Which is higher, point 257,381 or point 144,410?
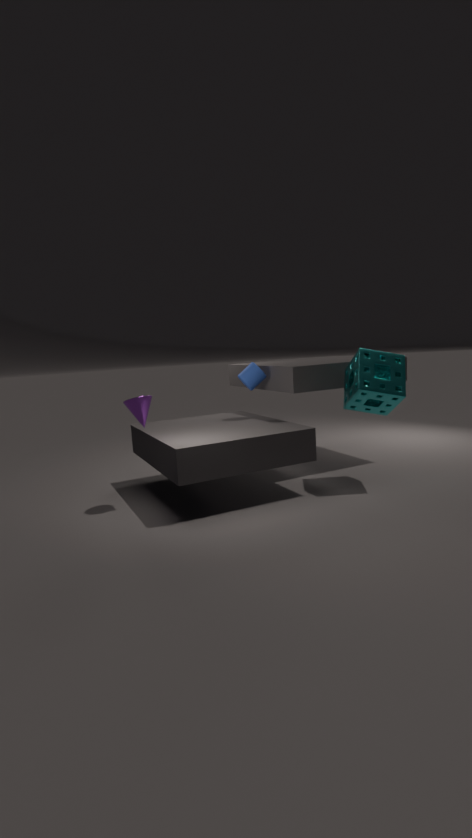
point 257,381
